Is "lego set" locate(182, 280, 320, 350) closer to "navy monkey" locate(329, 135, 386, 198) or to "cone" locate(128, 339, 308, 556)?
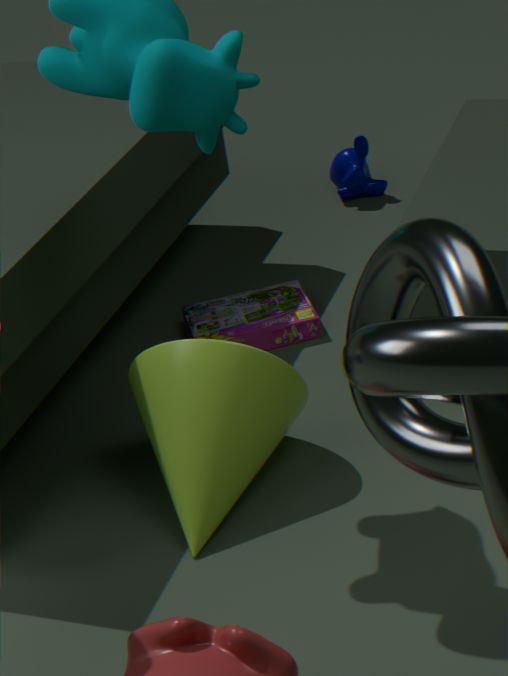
"cone" locate(128, 339, 308, 556)
